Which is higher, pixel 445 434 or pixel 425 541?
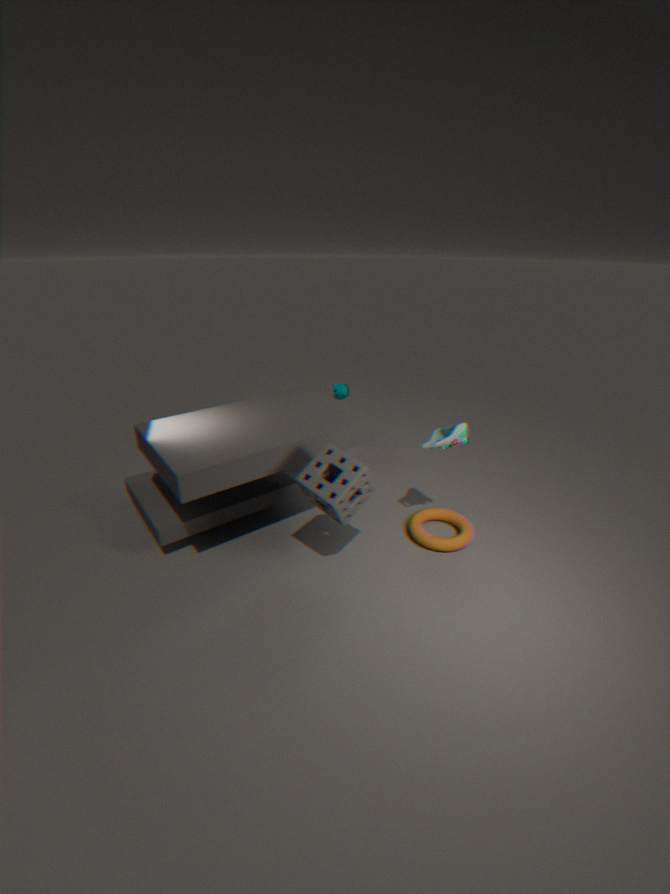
pixel 445 434
